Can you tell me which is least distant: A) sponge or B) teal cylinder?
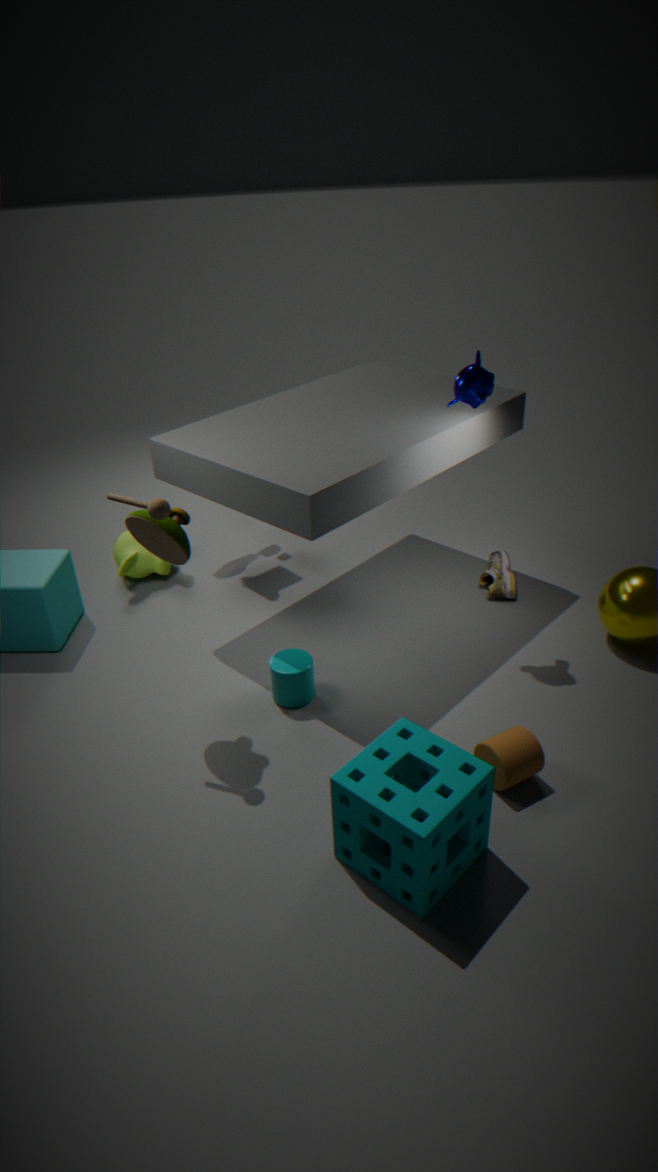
A. sponge
